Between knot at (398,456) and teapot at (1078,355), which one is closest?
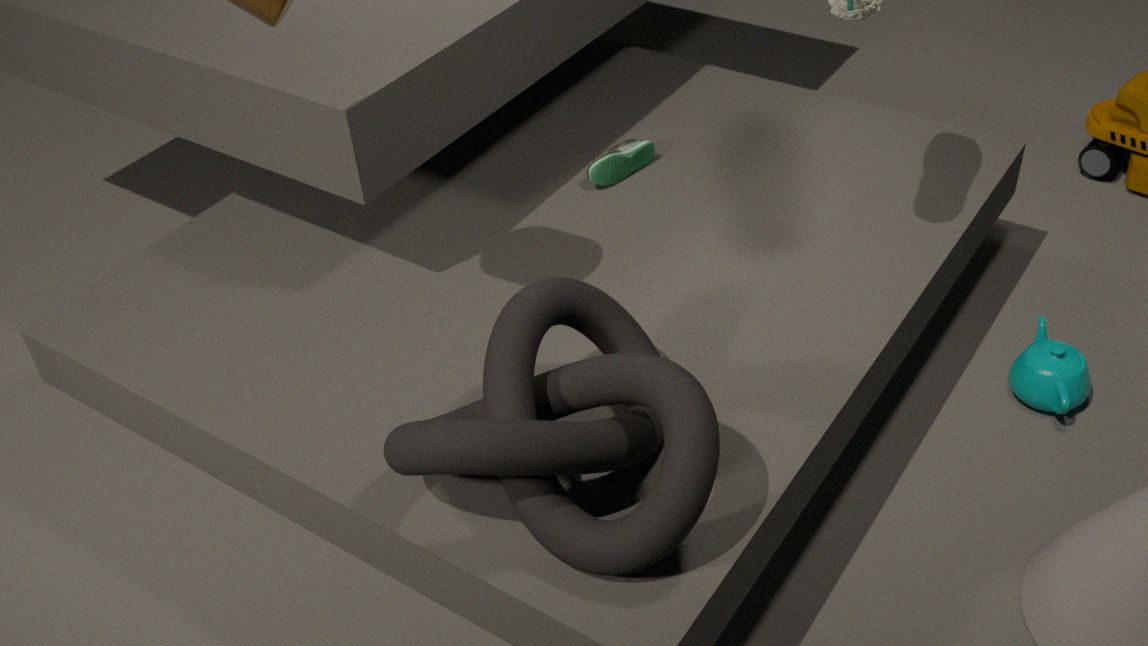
knot at (398,456)
